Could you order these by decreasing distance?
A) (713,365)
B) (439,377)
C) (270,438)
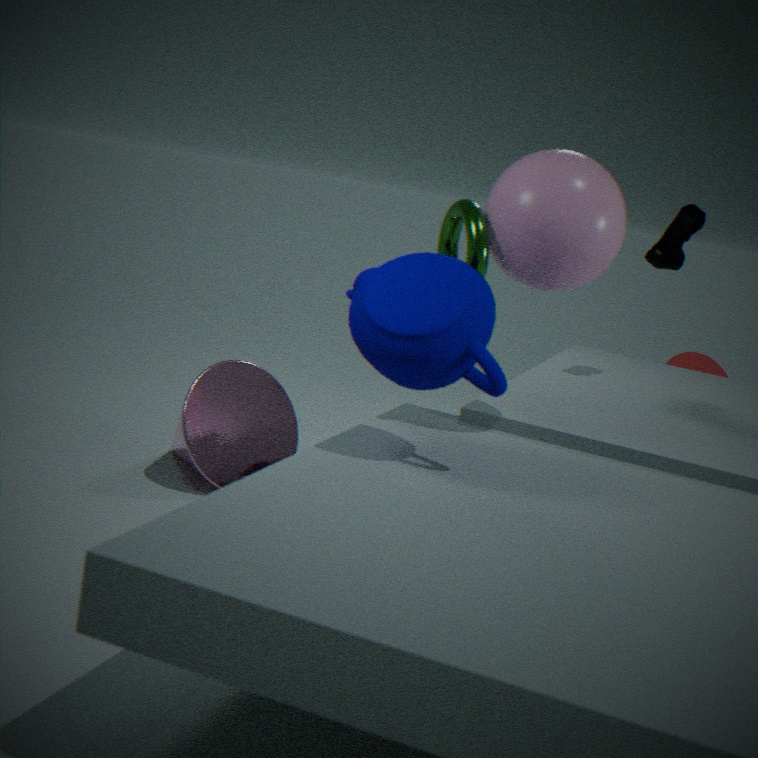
Result: (713,365), (270,438), (439,377)
